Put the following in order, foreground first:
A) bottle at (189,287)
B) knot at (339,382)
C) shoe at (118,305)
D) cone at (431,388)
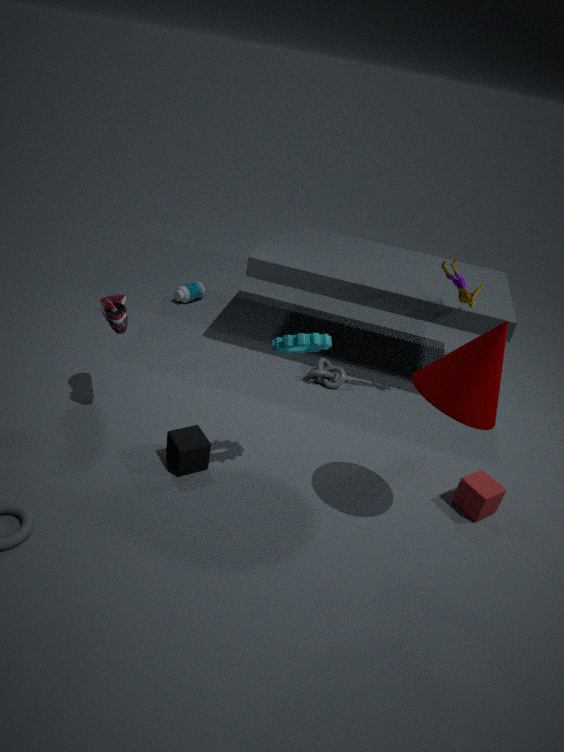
cone at (431,388)
shoe at (118,305)
knot at (339,382)
bottle at (189,287)
